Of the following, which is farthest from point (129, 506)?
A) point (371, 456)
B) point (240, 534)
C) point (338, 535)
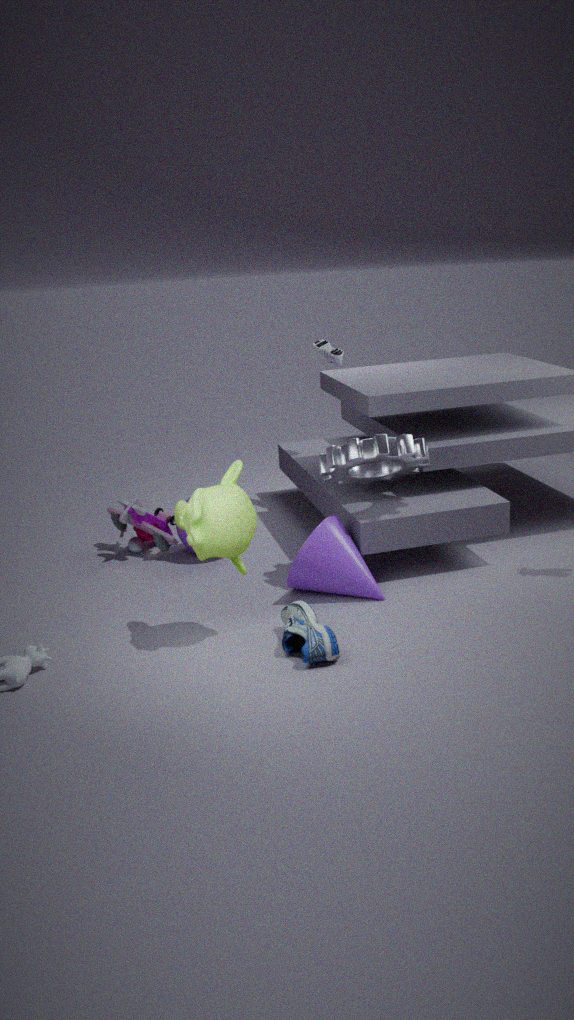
point (371, 456)
